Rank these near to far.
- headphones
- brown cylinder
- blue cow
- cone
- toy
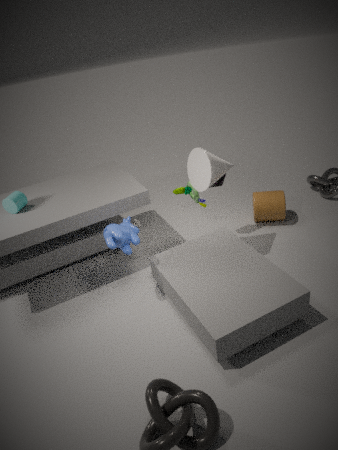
blue cow < cone < toy < headphones < brown cylinder
